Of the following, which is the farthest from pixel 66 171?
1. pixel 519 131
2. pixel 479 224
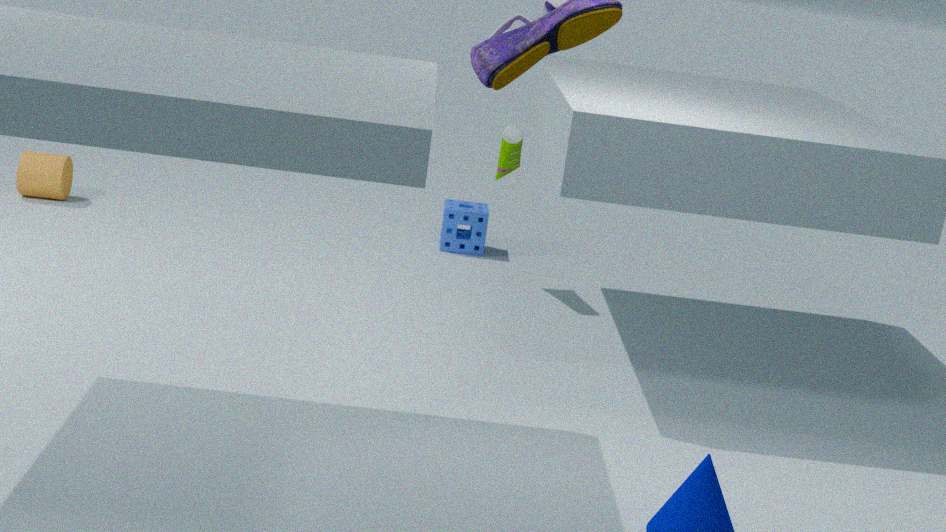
pixel 519 131
